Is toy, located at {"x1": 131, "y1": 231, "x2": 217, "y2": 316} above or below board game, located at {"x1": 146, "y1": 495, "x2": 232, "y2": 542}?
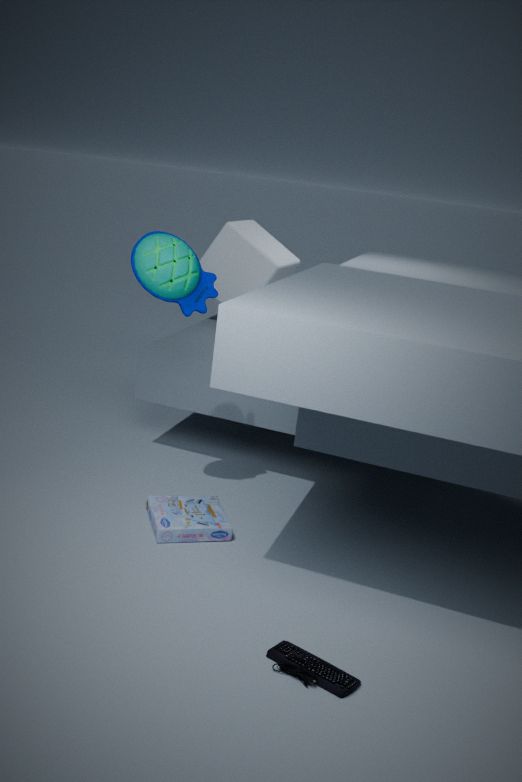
above
